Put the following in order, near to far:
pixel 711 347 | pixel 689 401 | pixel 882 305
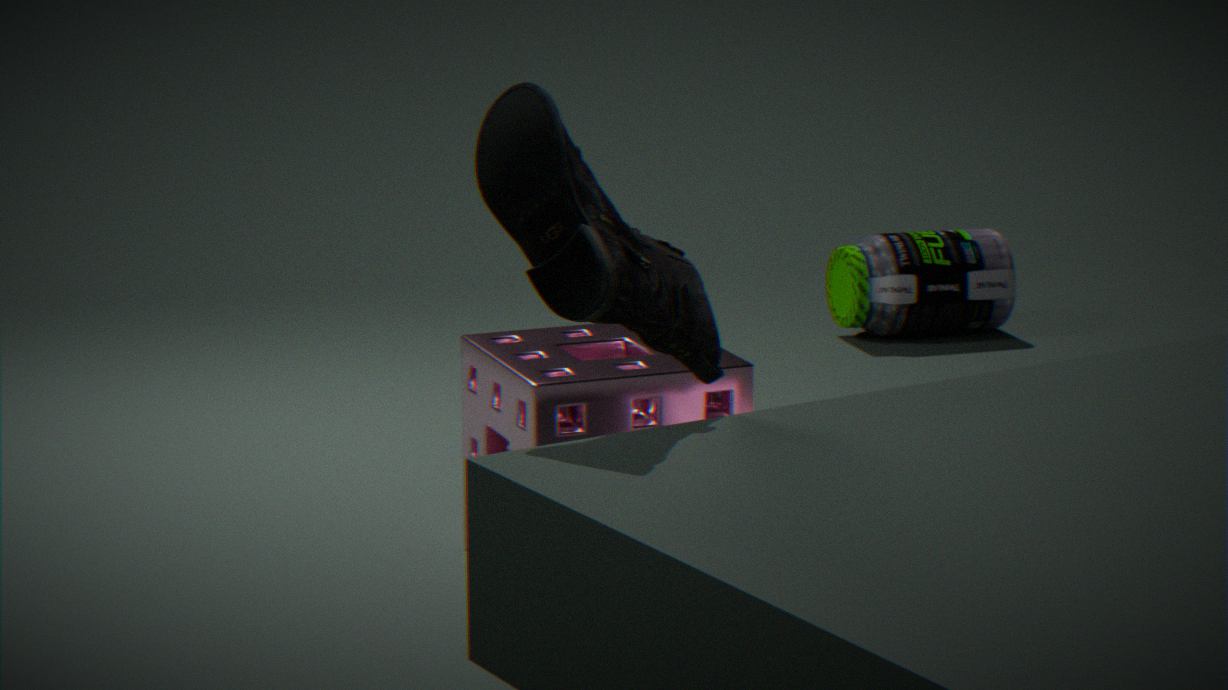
pixel 711 347
pixel 689 401
pixel 882 305
